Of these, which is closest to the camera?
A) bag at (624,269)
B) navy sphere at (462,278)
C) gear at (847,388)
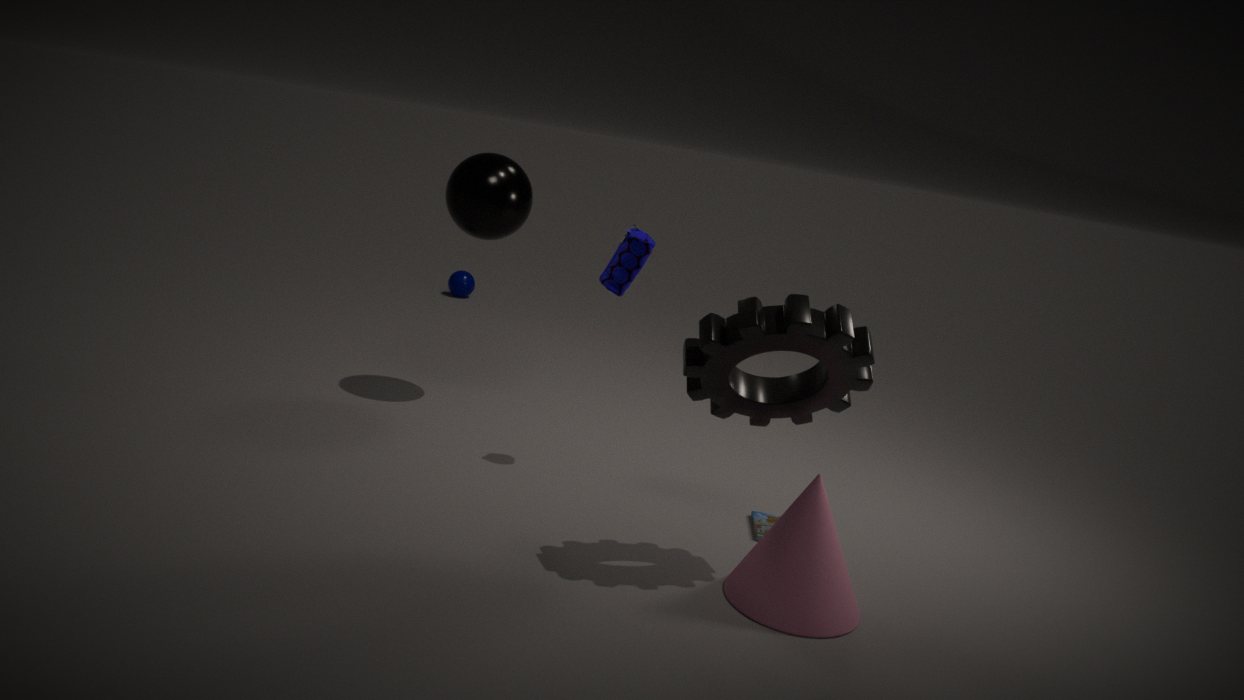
C. gear at (847,388)
